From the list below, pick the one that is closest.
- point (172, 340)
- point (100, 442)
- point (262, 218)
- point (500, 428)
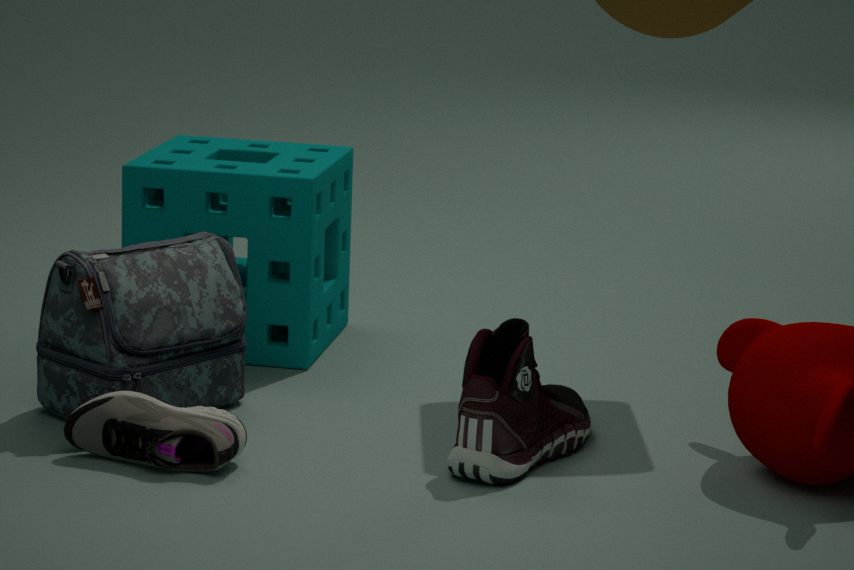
point (500, 428)
